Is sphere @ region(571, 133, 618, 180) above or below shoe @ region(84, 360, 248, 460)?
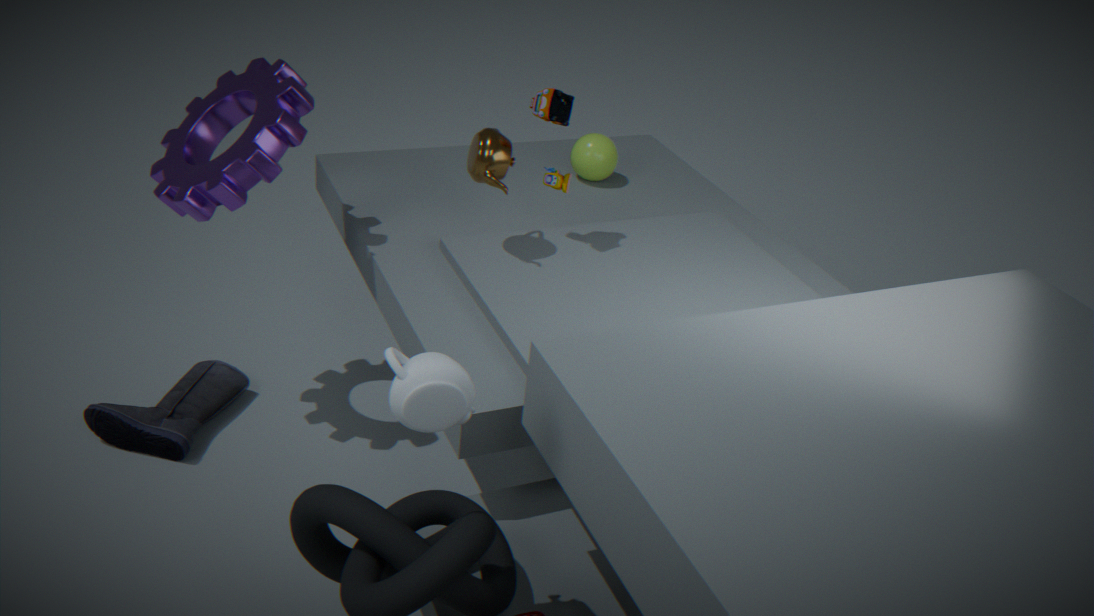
above
